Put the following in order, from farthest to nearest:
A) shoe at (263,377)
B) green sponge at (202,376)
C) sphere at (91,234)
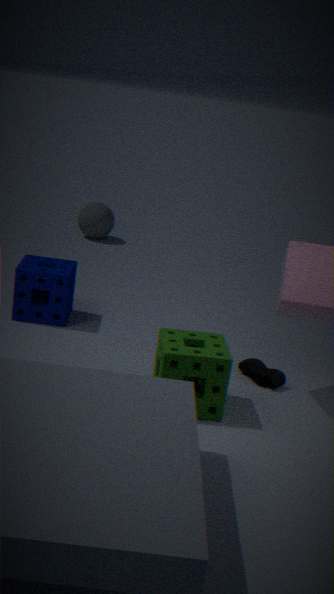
1. sphere at (91,234)
2. shoe at (263,377)
3. green sponge at (202,376)
